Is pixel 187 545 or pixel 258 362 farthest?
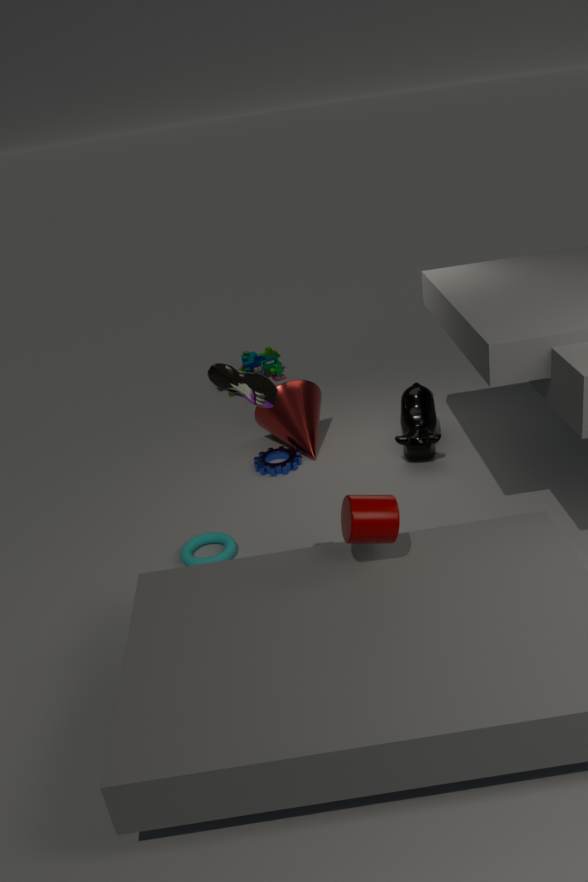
pixel 258 362
